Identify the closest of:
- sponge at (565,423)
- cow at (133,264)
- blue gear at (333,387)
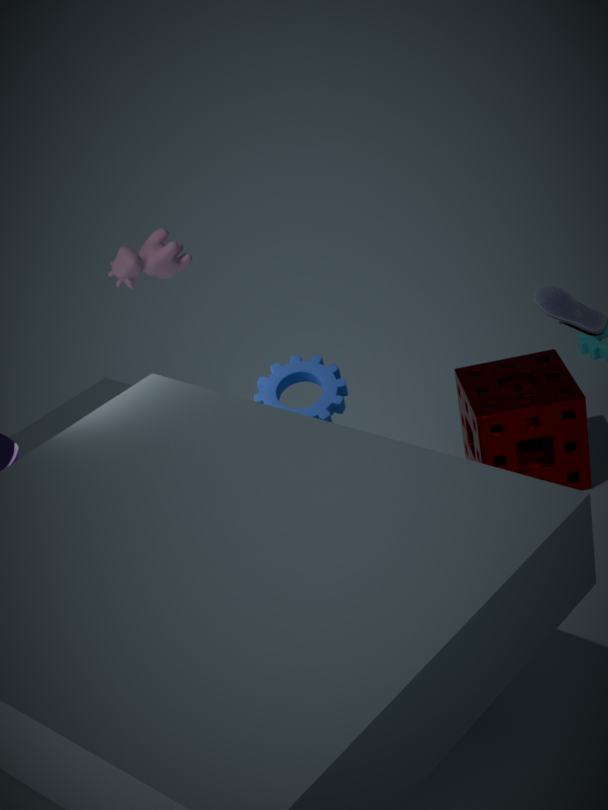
blue gear at (333,387)
